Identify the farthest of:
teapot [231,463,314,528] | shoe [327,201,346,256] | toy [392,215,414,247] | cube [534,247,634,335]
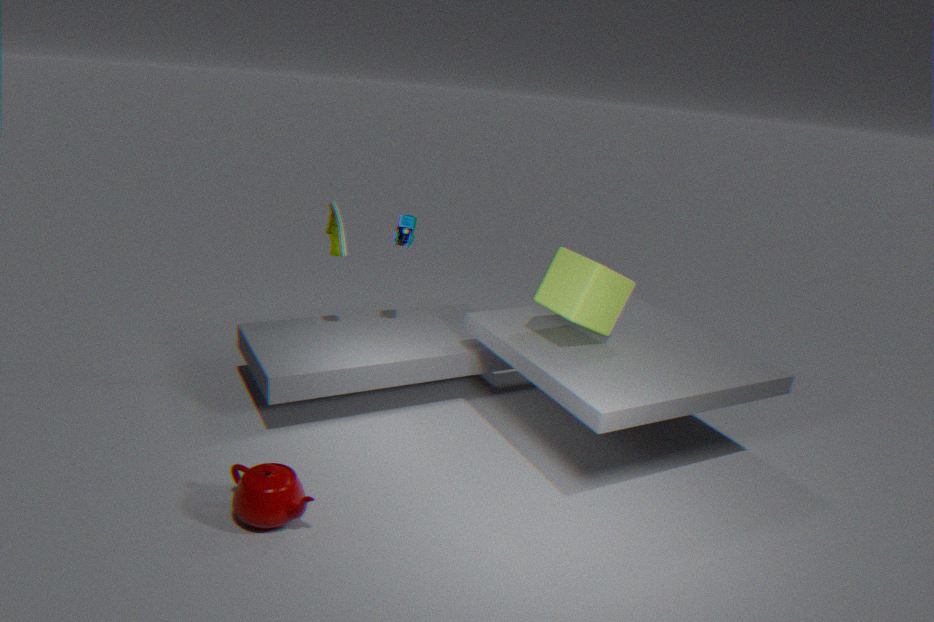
toy [392,215,414,247]
